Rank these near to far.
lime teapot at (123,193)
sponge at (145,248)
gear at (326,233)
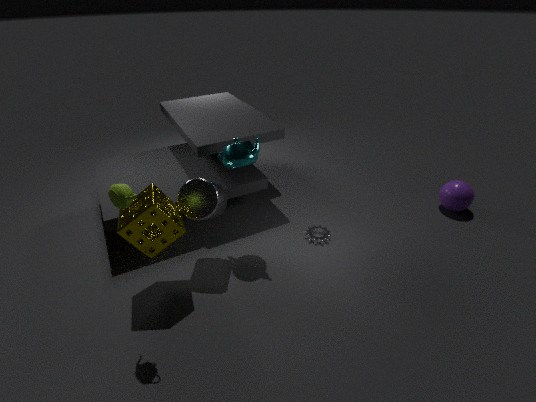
1. lime teapot at (123,193)
2. sponge at (145,248)
3. gear at (326,233)
